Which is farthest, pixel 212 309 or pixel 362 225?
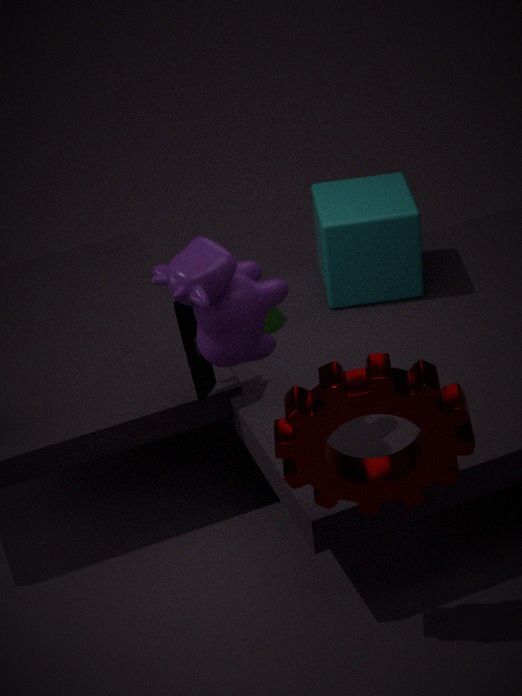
pixel 362 225
